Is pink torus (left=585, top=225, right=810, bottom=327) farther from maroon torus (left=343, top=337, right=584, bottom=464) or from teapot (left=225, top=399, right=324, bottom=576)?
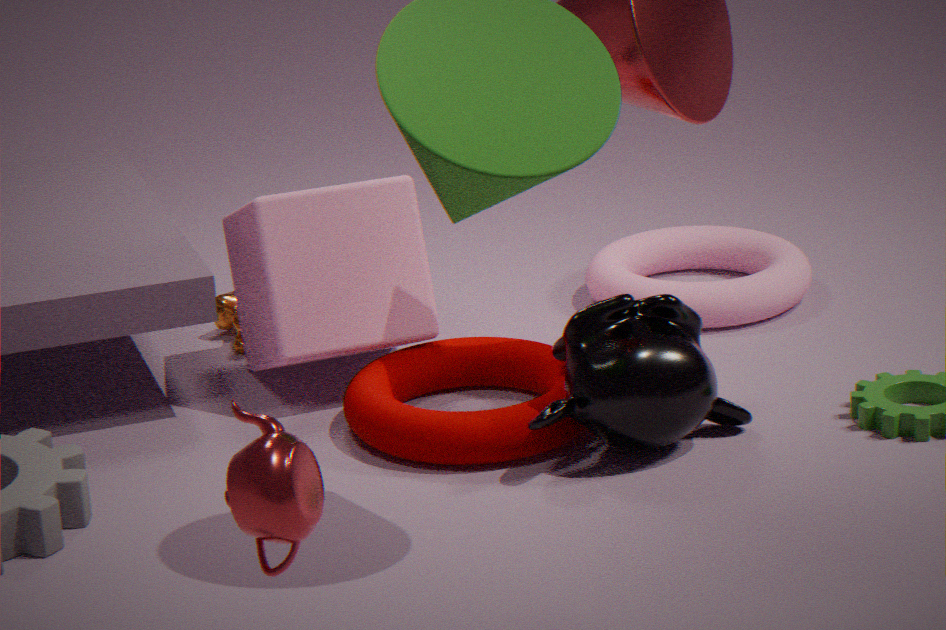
teapot (left=225, top=399, right=324, bottom=576)
